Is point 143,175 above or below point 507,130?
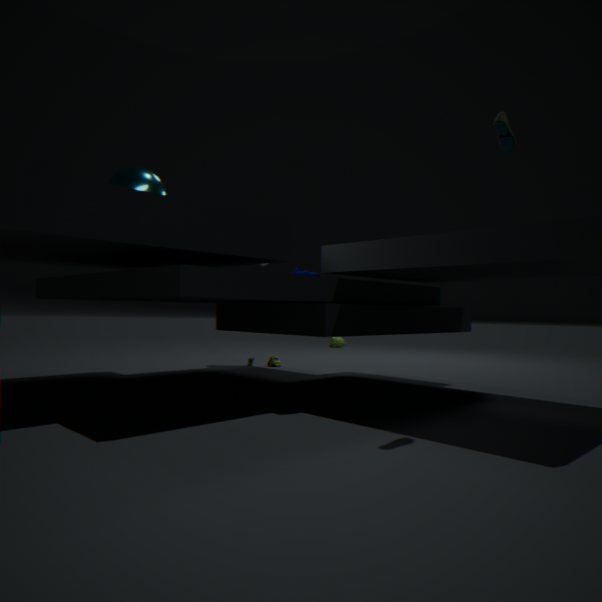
below
